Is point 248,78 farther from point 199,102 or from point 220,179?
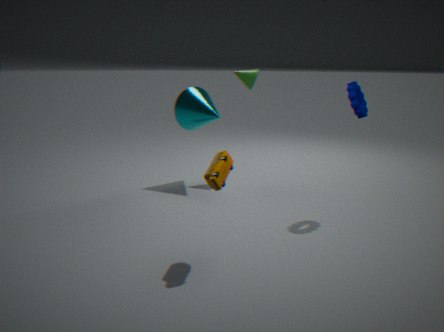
point 220,179
